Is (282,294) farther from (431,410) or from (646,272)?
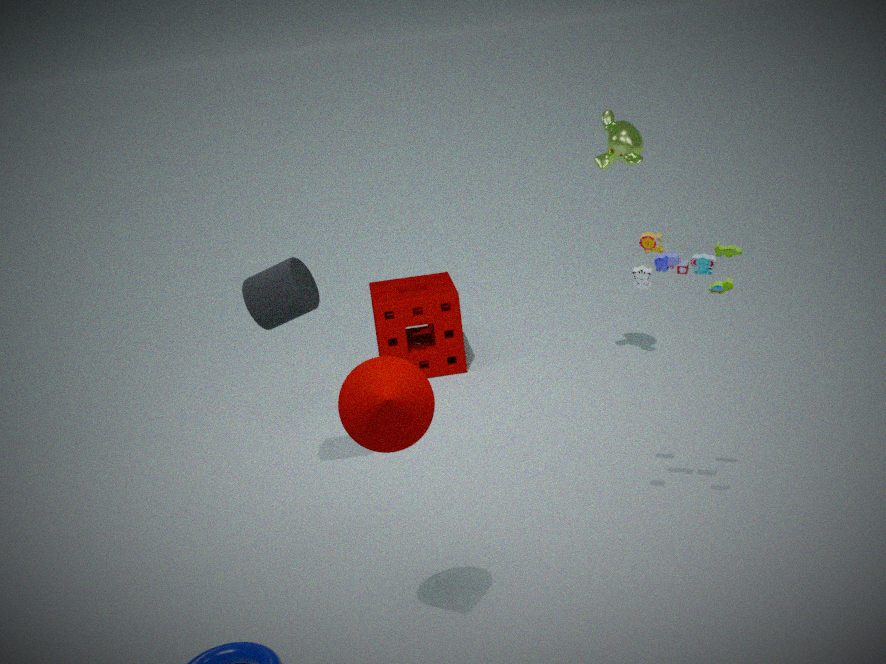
(646,272)
